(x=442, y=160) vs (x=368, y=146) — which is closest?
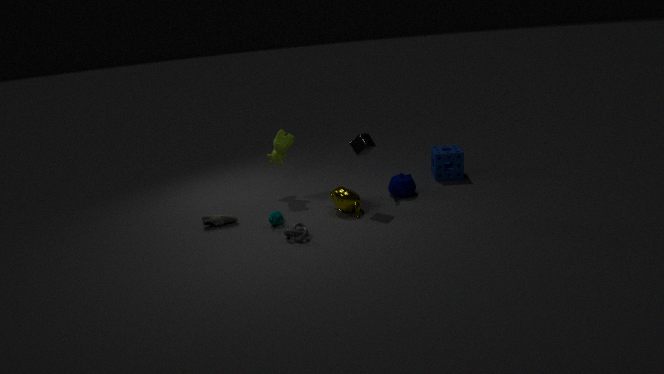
(x=368, y=146)
